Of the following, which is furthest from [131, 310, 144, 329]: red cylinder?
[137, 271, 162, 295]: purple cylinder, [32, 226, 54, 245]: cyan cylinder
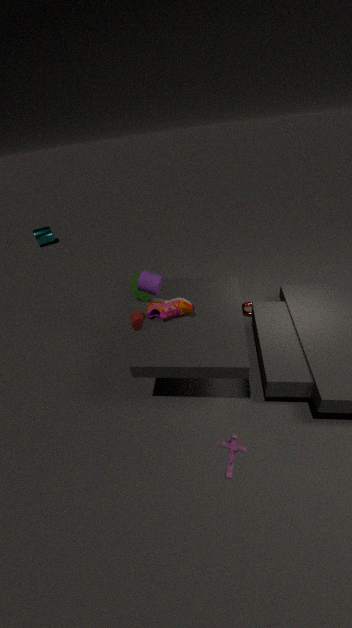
[32, 226, 54, 245]: cyan cylinder
